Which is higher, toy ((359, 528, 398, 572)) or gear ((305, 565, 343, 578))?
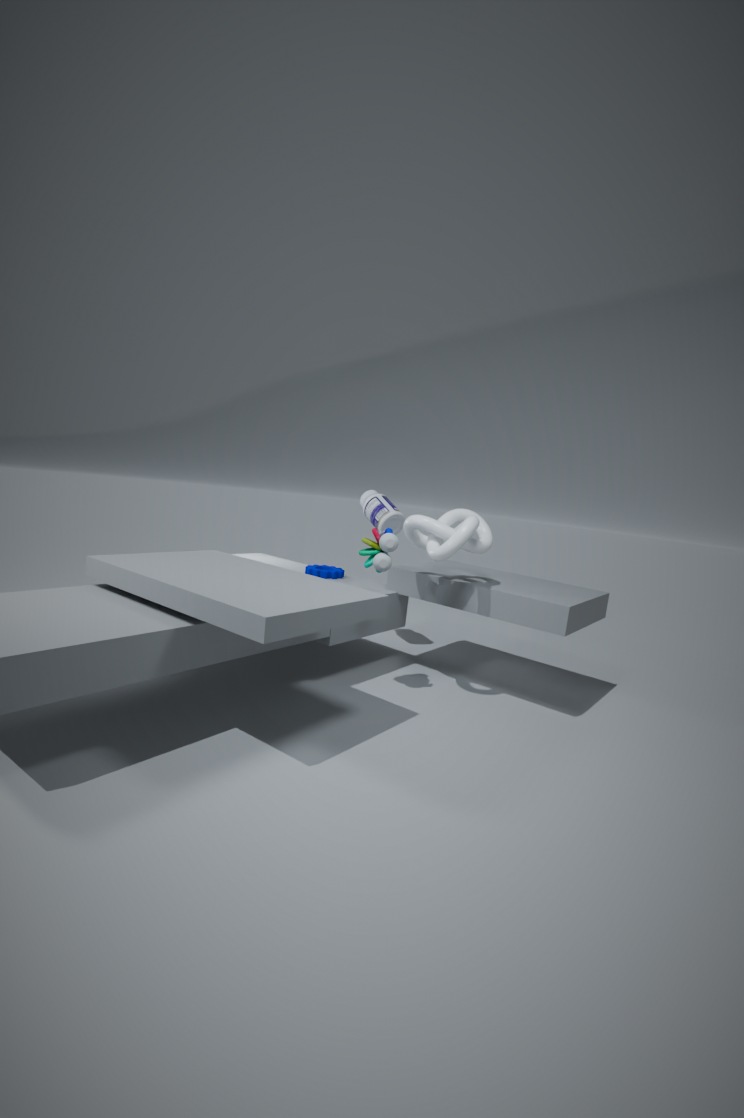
toy ((359, 528, 398, 572))
